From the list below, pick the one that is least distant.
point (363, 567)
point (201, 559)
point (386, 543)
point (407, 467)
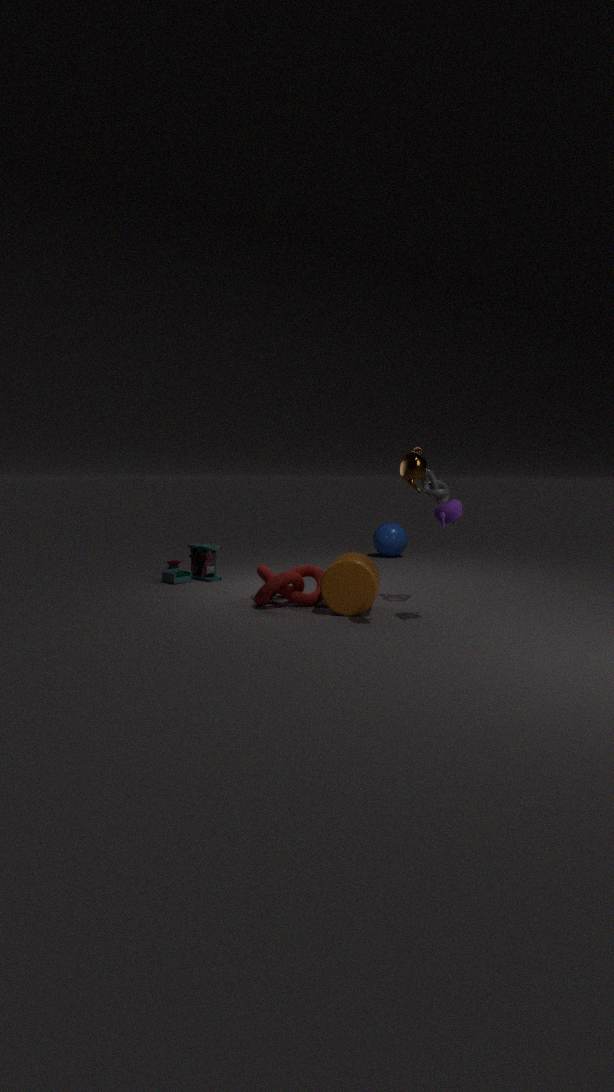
point (407, 467)
